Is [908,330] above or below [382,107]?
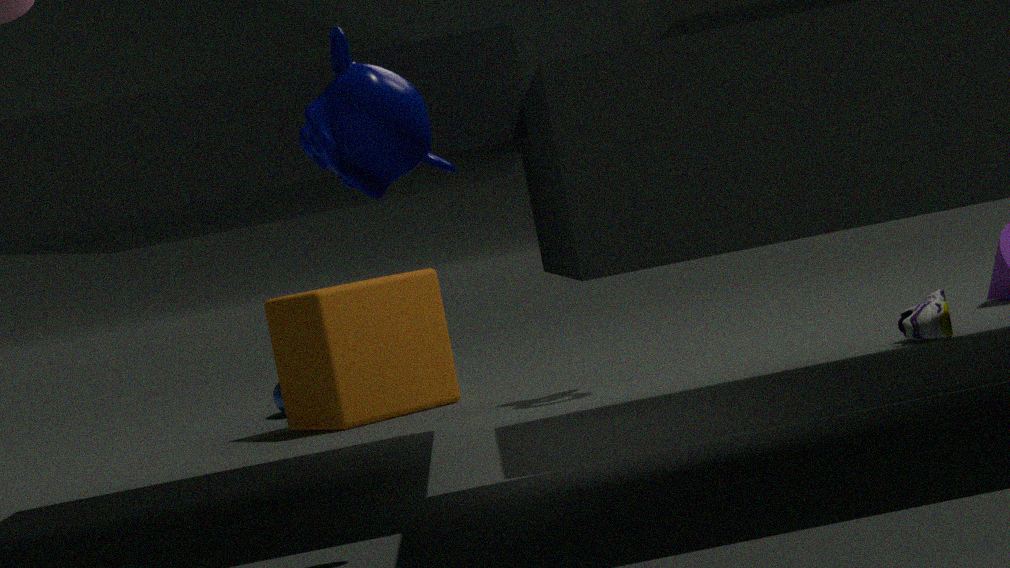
below
